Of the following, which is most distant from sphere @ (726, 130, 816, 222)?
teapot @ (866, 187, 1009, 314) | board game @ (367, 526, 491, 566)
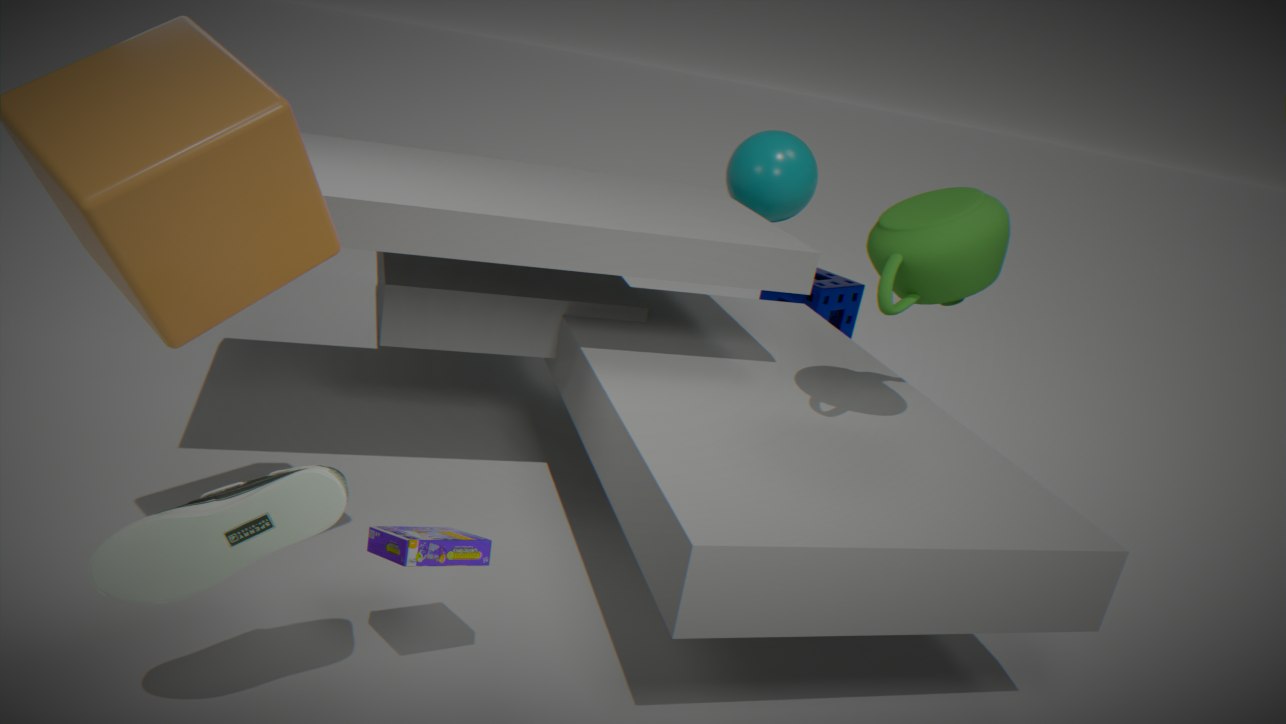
board game @ (367, 526, 491, 566)
